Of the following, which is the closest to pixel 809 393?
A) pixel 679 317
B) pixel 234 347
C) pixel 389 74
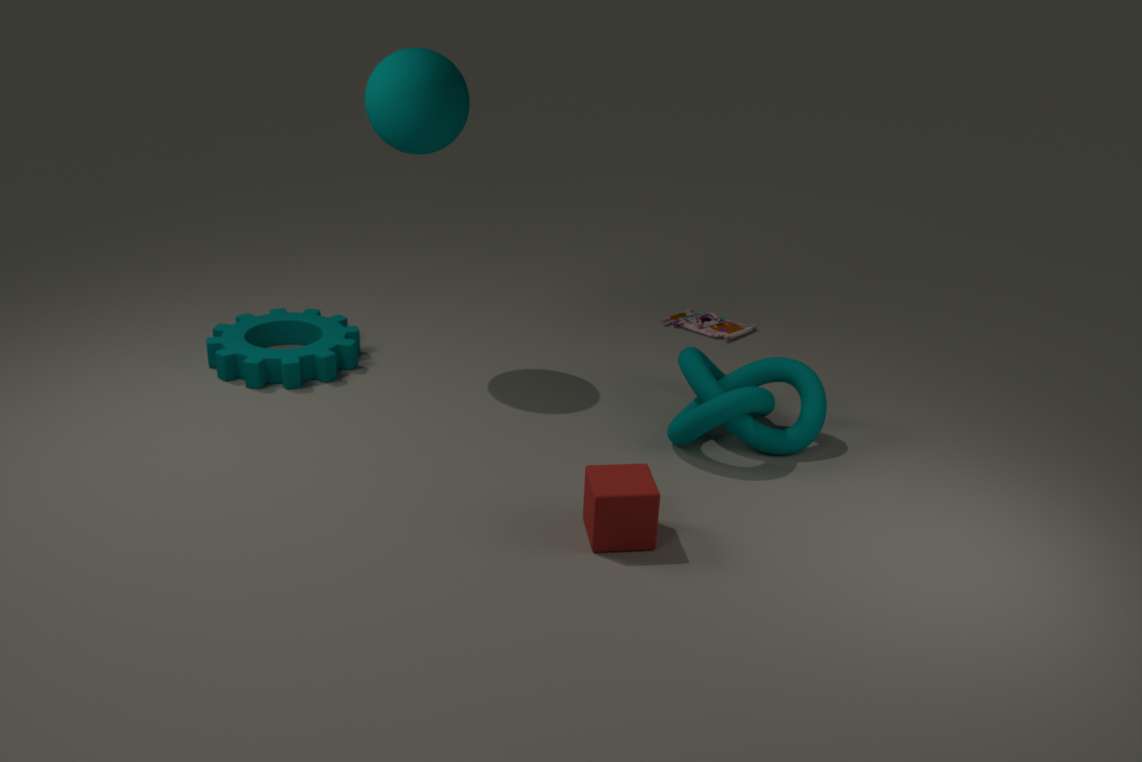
pixel 679 317
